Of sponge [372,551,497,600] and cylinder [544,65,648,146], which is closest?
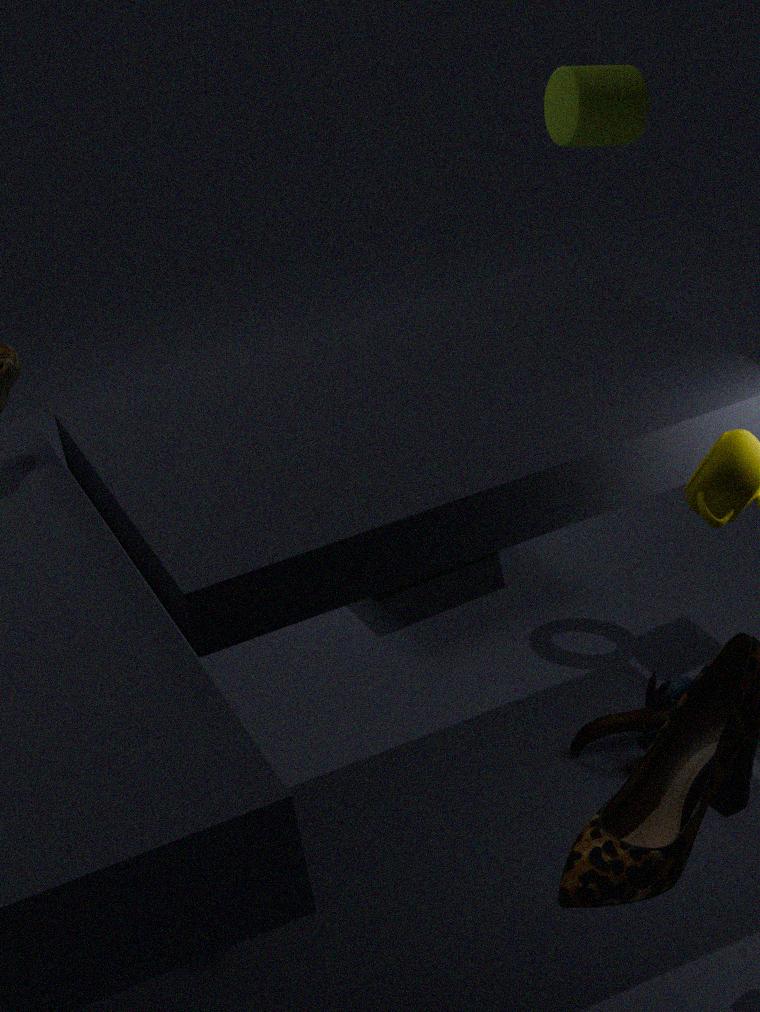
cylinder [544,65,648,146]
